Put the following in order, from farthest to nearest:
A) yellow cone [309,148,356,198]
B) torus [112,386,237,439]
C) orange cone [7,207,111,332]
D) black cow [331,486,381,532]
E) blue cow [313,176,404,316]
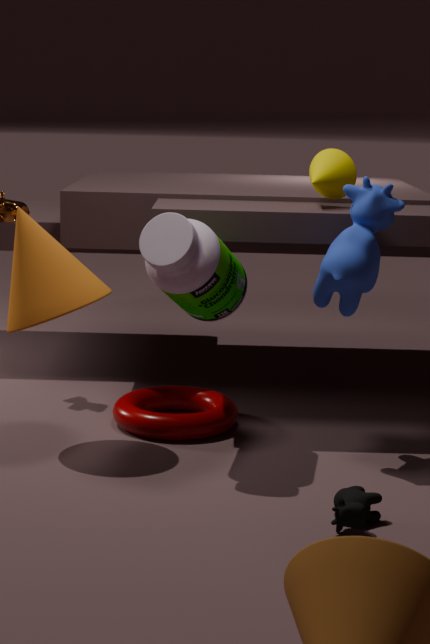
yellow cone [309,148,356,198], torus [112,386,237,439], orange cone [7,207,111,332], blue cow [313,176,404,316], black cow [331,486,381,532]
